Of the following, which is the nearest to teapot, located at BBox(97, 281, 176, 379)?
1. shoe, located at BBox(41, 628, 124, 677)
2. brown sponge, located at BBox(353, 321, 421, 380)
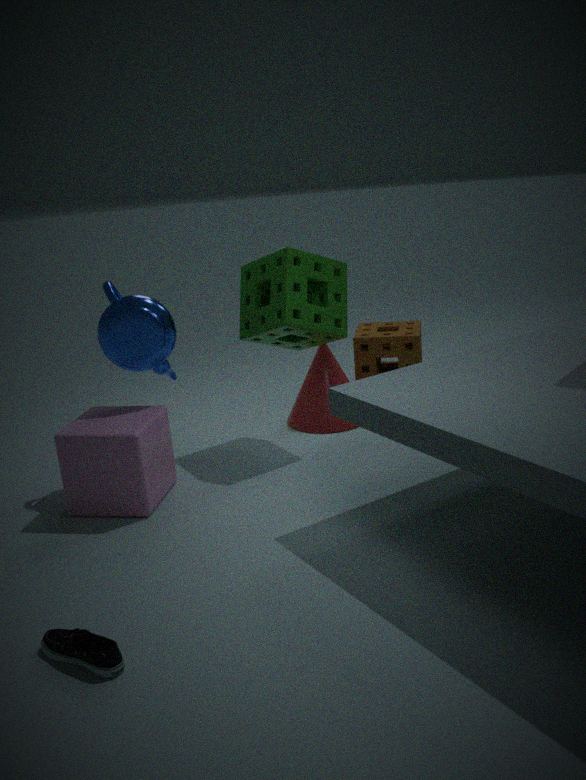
brown sponge, located at BBox(353, 321, 421, 380)
